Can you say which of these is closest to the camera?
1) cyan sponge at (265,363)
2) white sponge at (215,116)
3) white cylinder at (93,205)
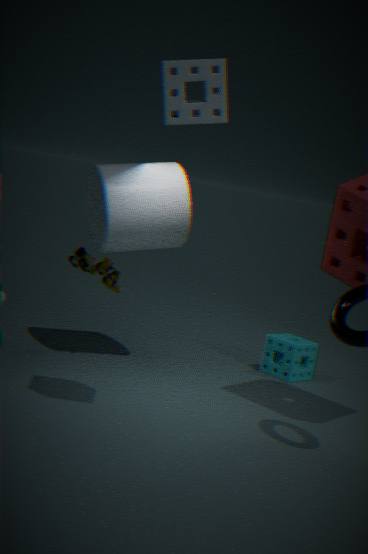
2. white sponge at (215,116)
